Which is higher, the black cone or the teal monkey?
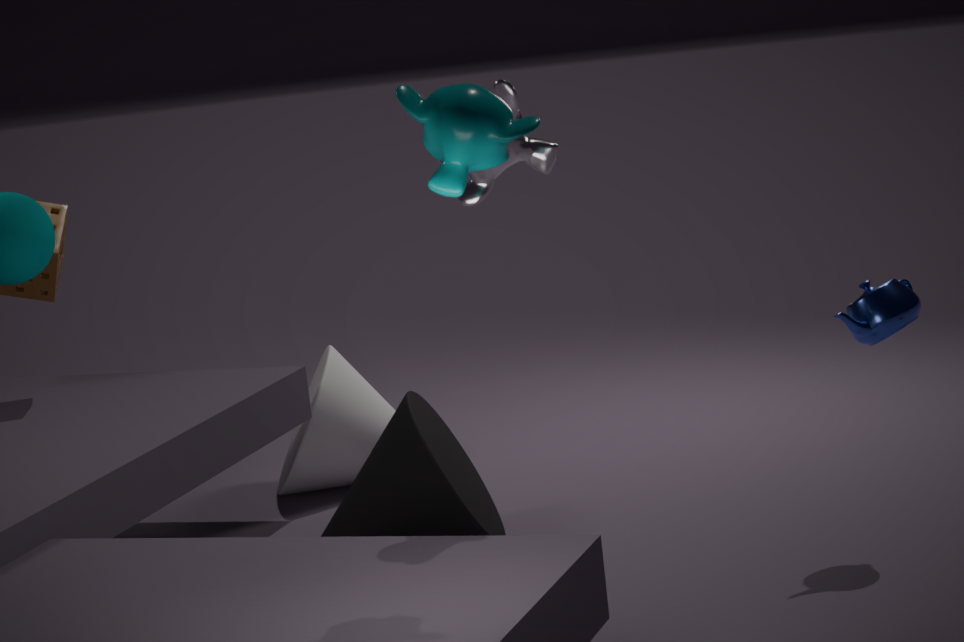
the teal monkey
